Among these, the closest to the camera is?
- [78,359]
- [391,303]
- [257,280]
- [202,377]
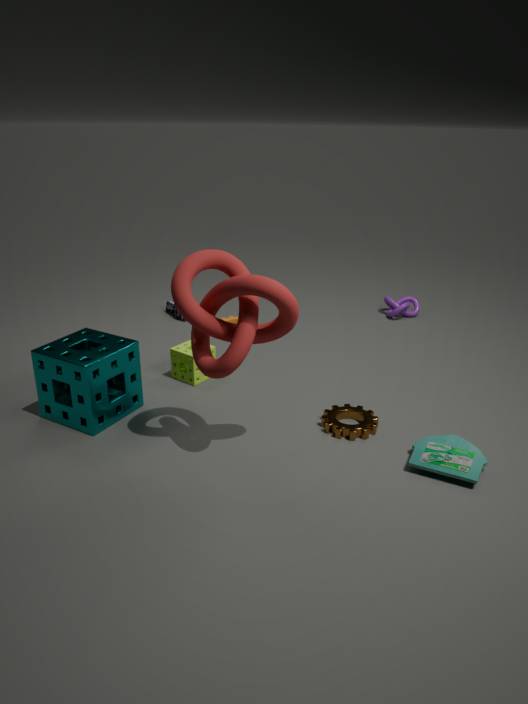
[257,280]
